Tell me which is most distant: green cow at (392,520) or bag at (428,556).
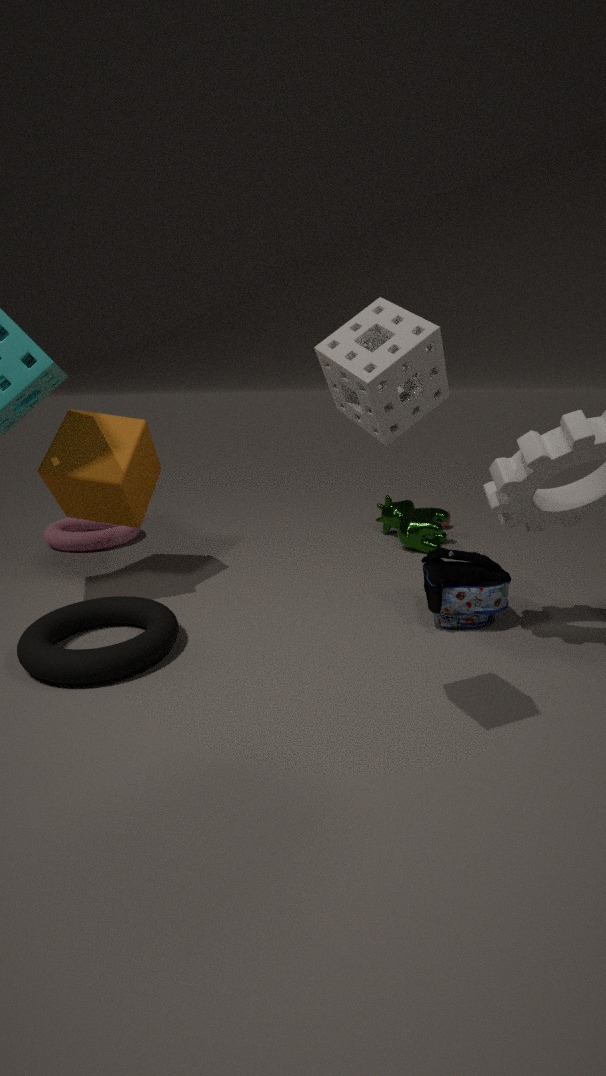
green cow at (392,520)
